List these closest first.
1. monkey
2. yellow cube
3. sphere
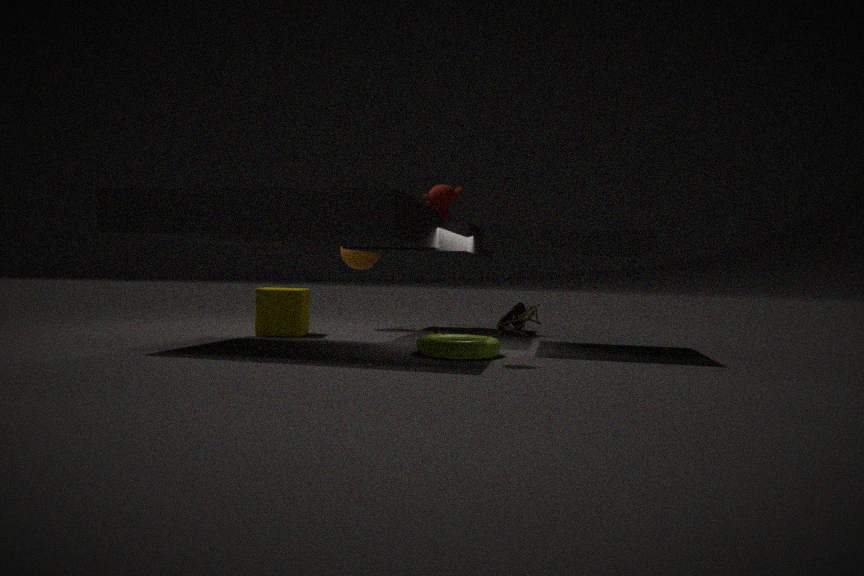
monkey, yellow cube, sphere
